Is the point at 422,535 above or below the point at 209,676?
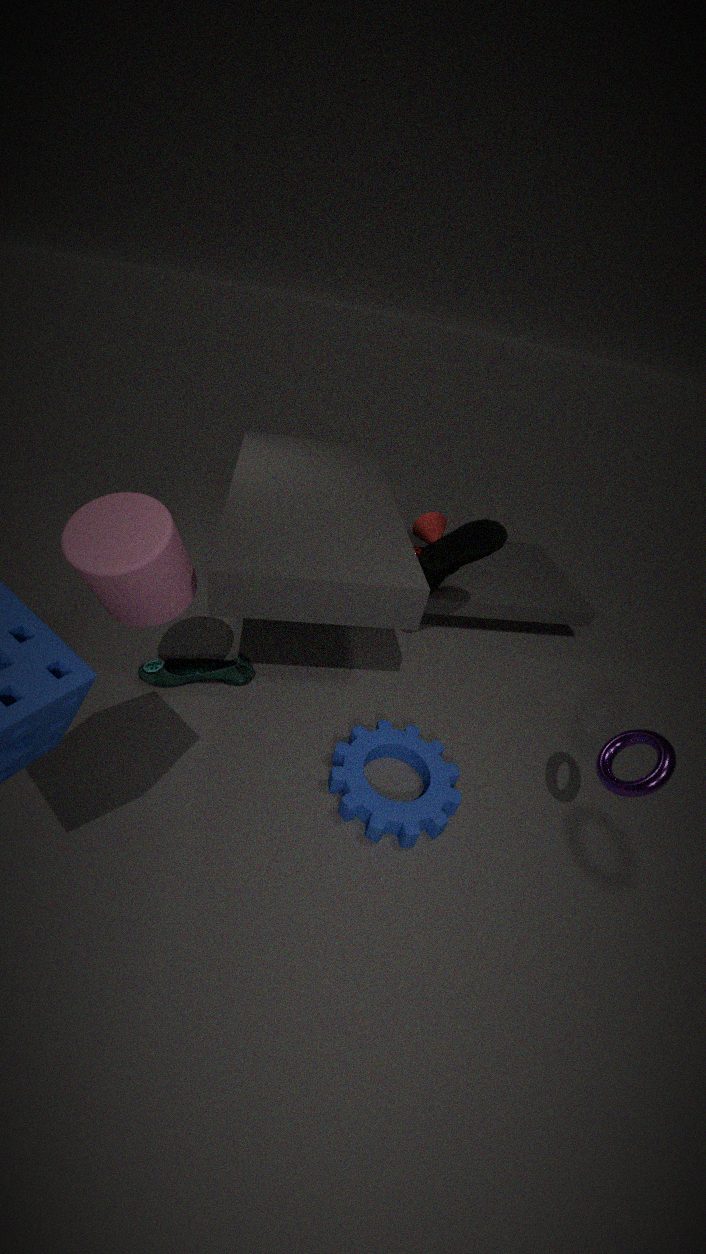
above
